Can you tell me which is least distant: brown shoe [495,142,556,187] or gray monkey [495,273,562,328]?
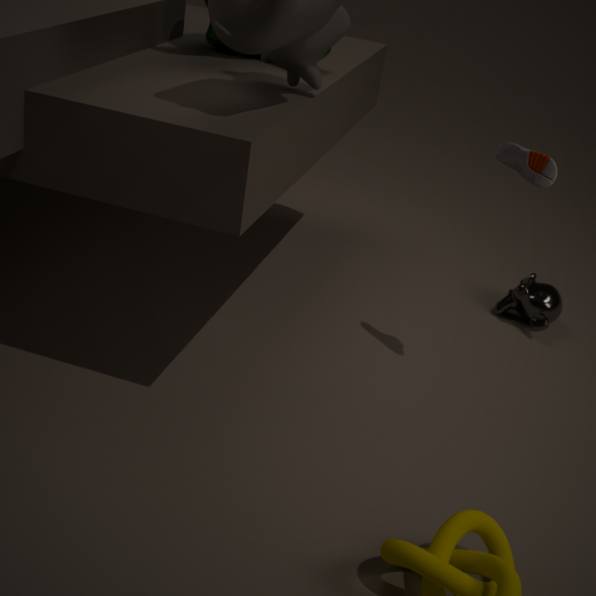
brown shoe [495,142,556,187]
